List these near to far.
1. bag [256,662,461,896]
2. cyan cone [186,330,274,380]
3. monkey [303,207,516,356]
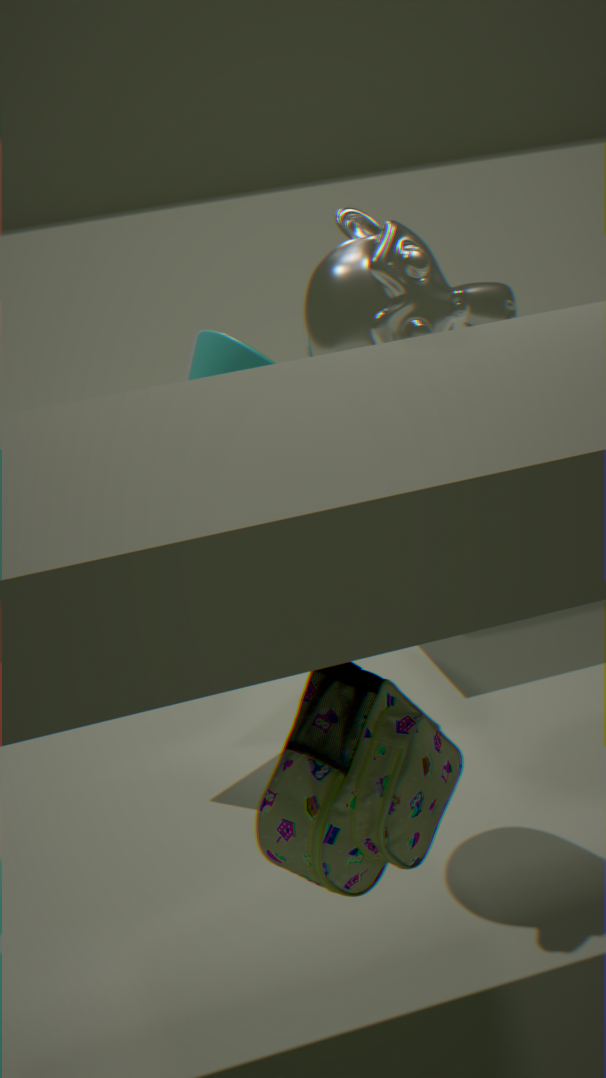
1. bag [256,662,461,896]
2. monkey [303,207,516,356]
3. cyan cone [186,330,274,380]
